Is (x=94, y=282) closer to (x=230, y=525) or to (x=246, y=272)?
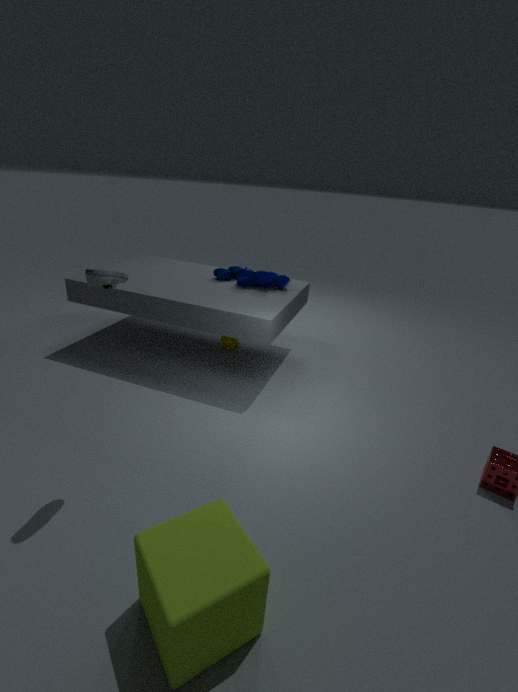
(x=230, y=525)
